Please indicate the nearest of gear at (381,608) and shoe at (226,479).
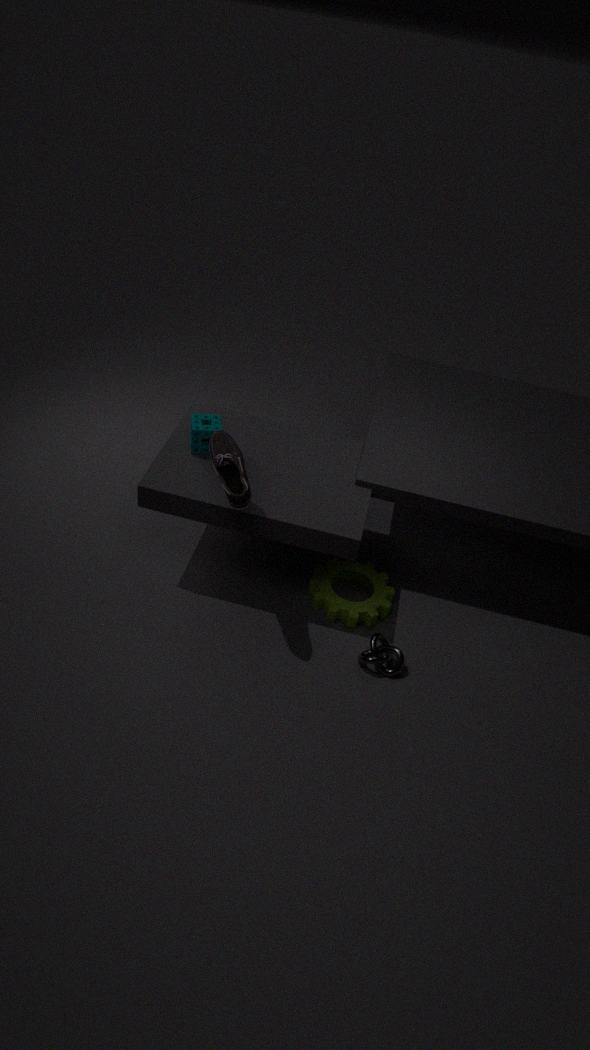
shoe at (226,479)
